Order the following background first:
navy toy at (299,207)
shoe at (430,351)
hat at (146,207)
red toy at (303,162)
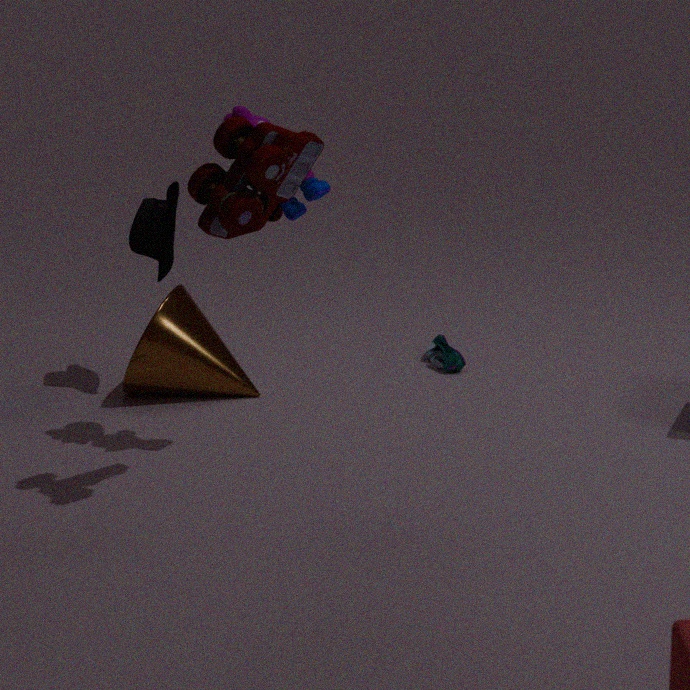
shoe at (430,351), hat at (146,207), navy toy at (299,207), red toy at (303,162)
